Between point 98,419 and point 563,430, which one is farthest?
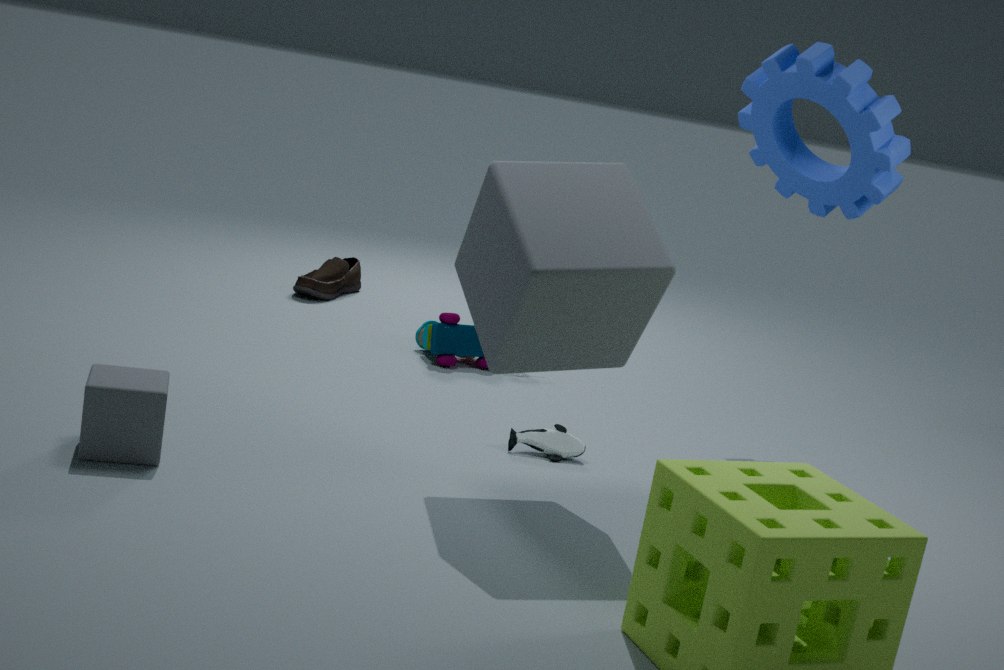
point 563,430
